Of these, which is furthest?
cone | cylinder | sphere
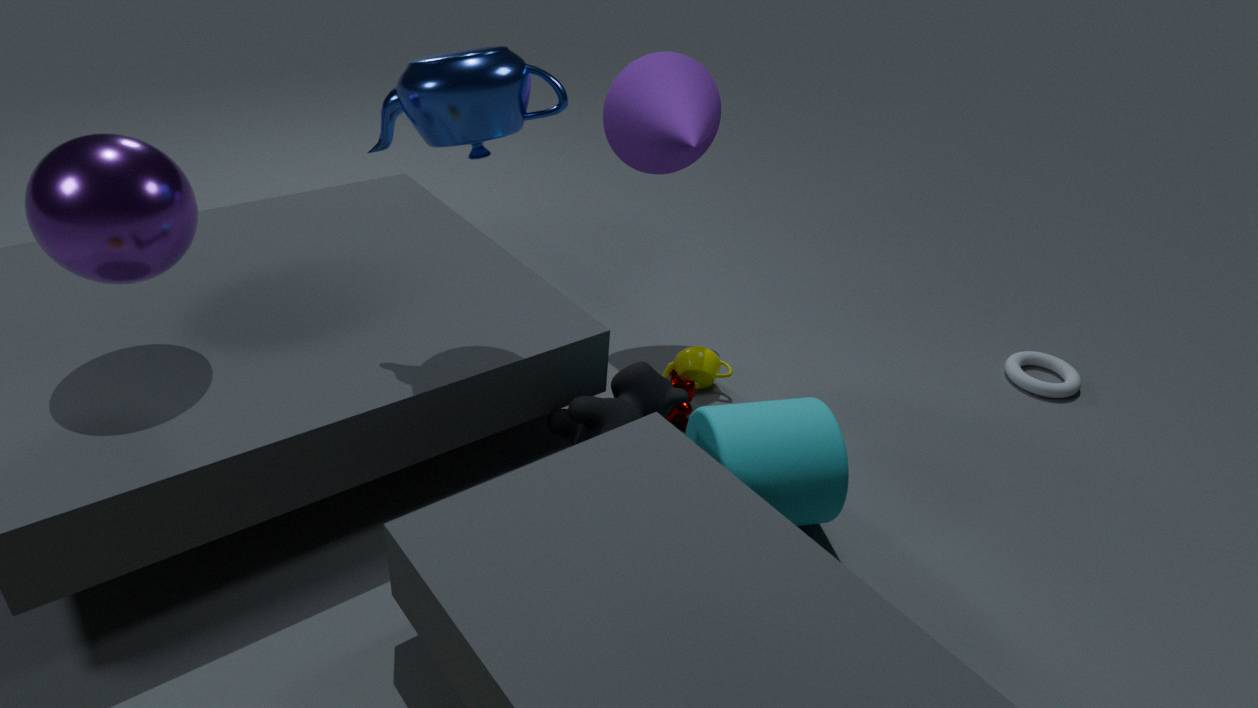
cone
